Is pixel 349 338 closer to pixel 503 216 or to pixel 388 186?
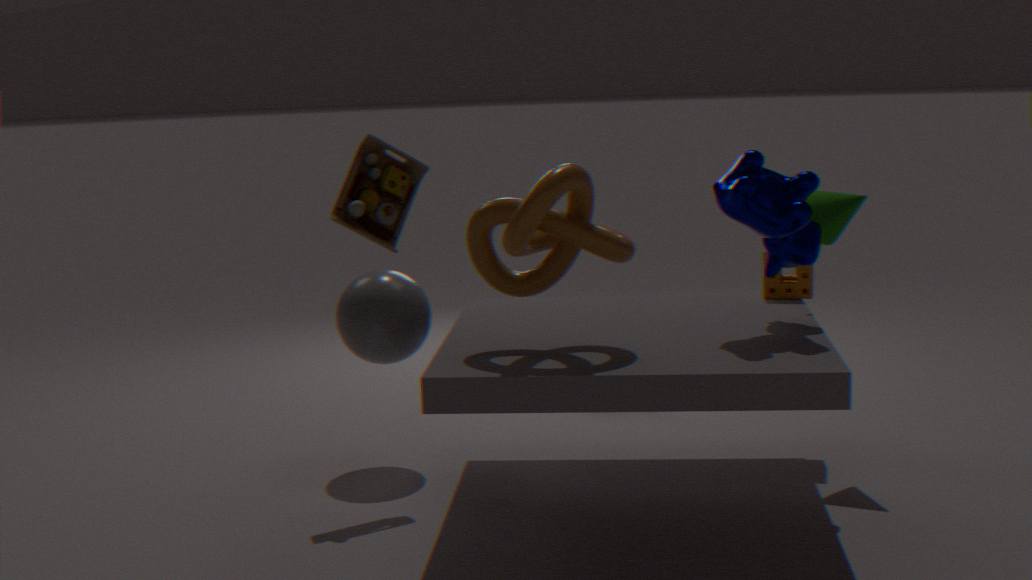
pixel 388 186
